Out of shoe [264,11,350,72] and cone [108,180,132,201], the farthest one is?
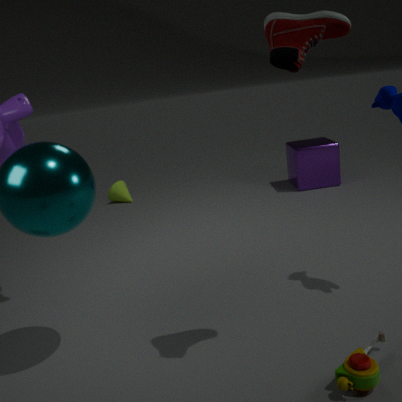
cone [108,180,132,201]
